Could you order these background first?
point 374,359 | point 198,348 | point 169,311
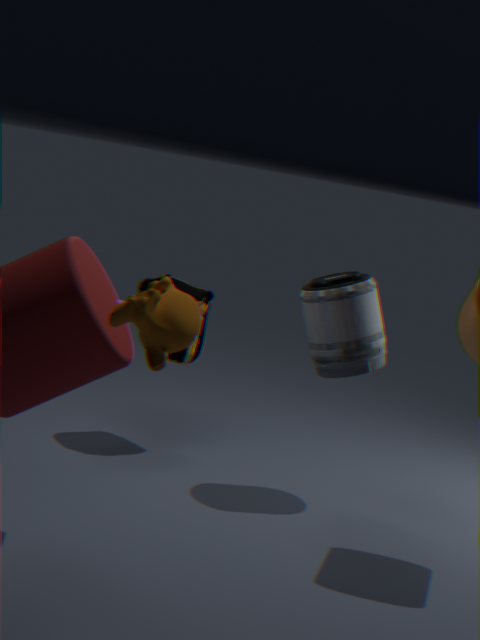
point 198,348 < point 374,359 < point 169,311
